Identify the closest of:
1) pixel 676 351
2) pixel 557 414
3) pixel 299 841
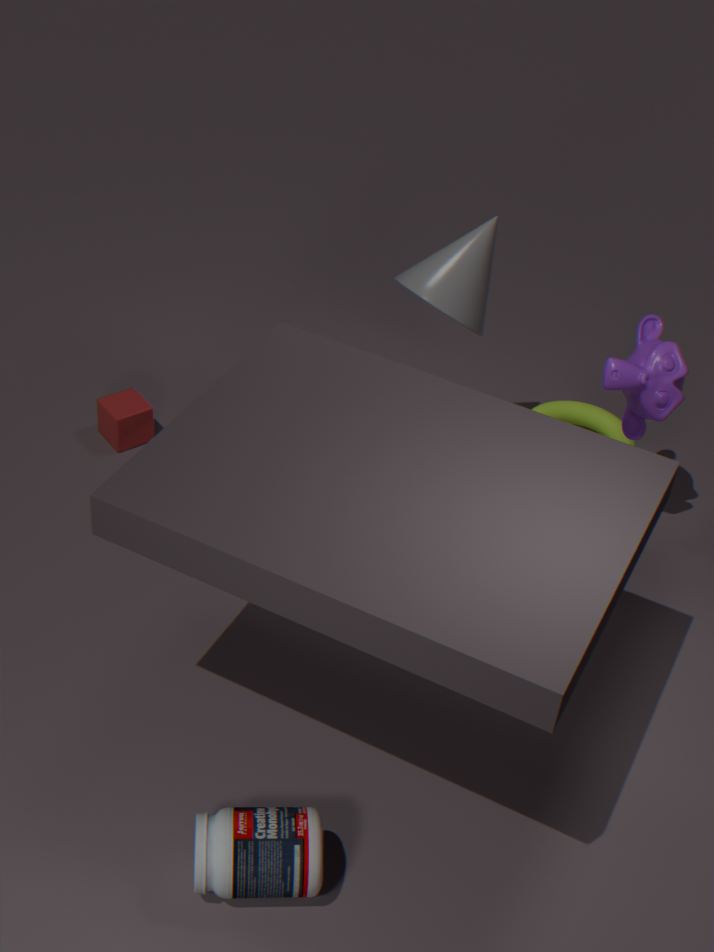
3. pixel 299 841
